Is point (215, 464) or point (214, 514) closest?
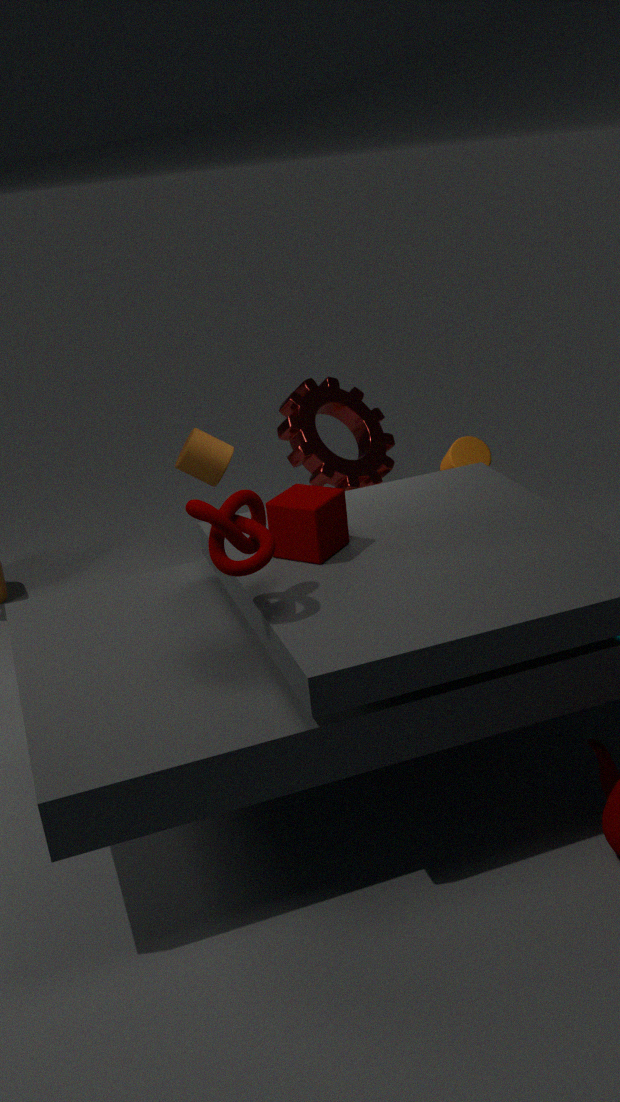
point (214, 514)
